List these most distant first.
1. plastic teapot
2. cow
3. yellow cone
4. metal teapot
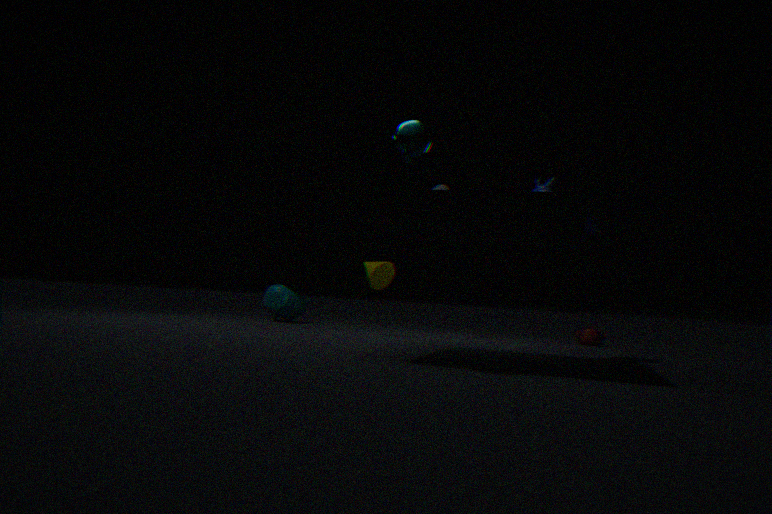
plastic teapot < yellow cone < cow < metal teapot
